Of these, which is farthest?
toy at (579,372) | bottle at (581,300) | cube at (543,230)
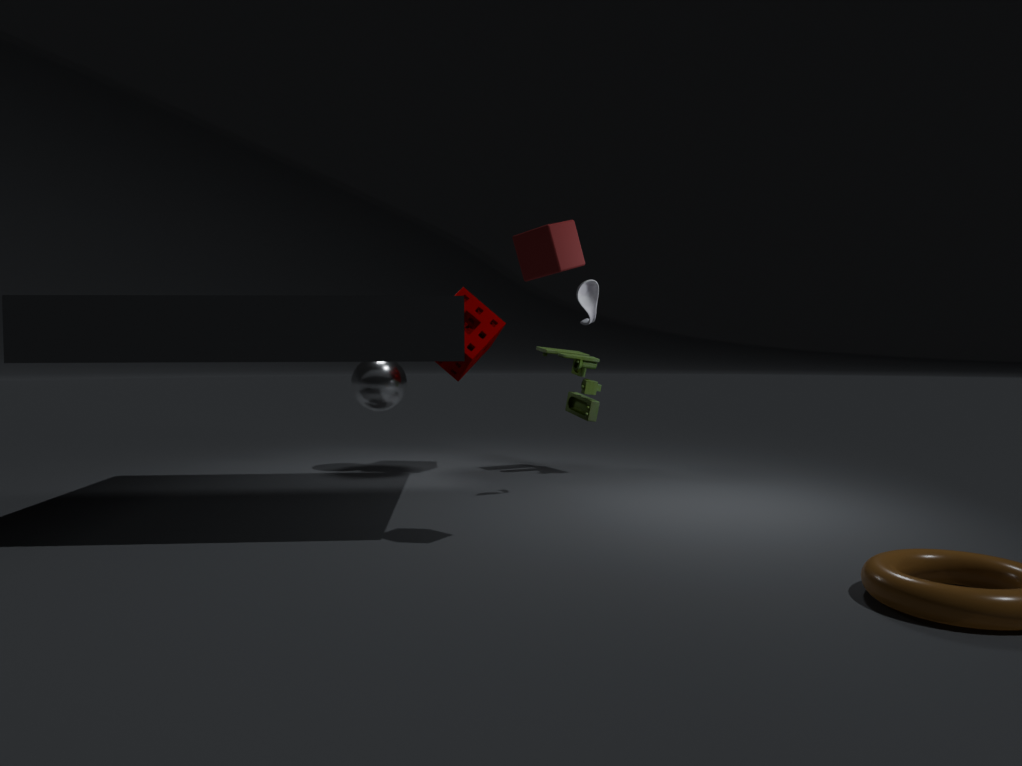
toy at (579,372)
